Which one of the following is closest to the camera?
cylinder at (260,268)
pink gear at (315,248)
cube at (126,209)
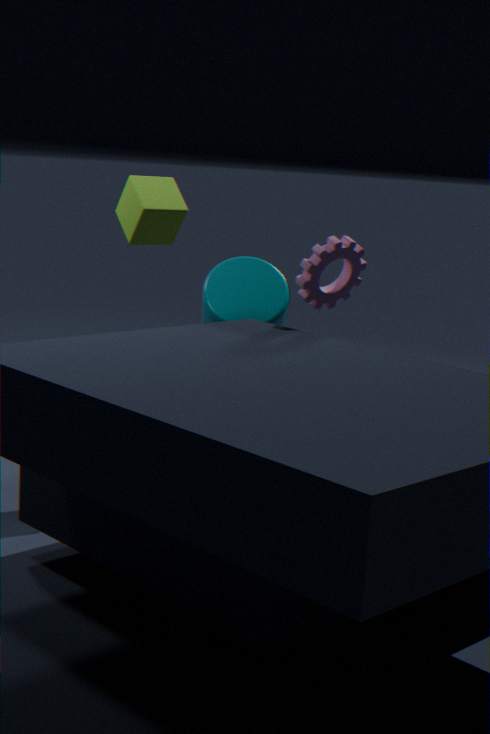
pink gear at (315,248)
